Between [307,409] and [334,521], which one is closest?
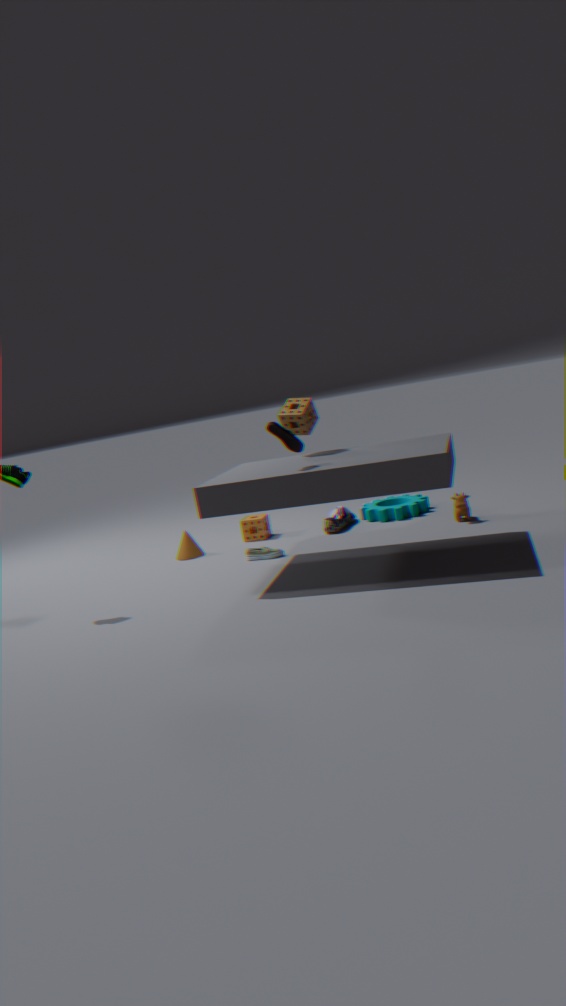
[307,409]
